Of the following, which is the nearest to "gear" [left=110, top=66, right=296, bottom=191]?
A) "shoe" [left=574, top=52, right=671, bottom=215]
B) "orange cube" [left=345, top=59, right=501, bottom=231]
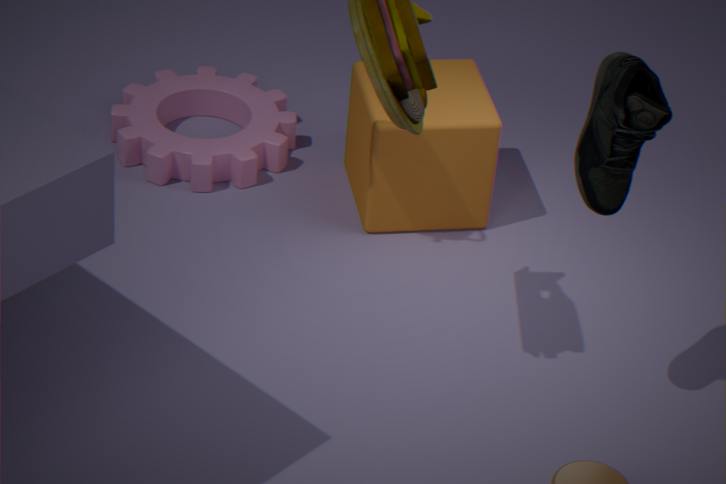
"orange cube" [left=345, top=59, right=501, bottom=231]
